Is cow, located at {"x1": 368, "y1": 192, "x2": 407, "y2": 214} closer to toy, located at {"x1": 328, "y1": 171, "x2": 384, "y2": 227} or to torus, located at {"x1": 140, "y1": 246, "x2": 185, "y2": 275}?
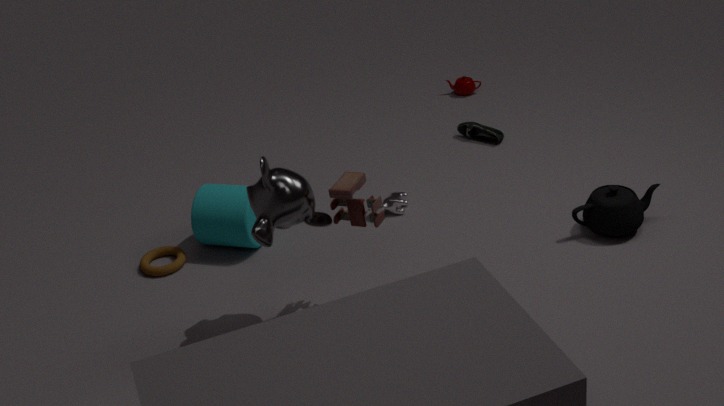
toy, located at {"x1": 328, "y1": 171, "x2": 384, "y2": 227}
